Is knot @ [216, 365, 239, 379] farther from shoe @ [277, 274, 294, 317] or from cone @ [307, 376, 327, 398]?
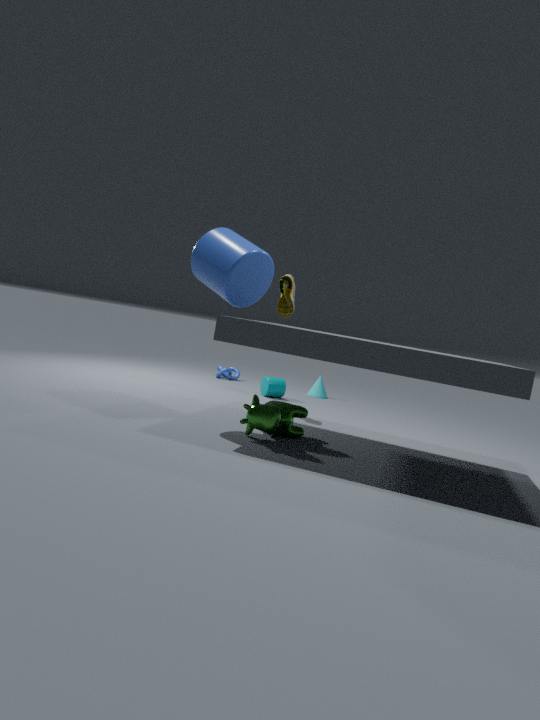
shoe @ [277, 274, 294, 317]
